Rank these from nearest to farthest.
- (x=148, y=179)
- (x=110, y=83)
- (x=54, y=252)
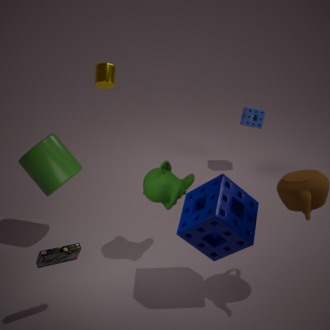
(x=54, y=252) < (x=148, y=179) < (x=110, y=83)
